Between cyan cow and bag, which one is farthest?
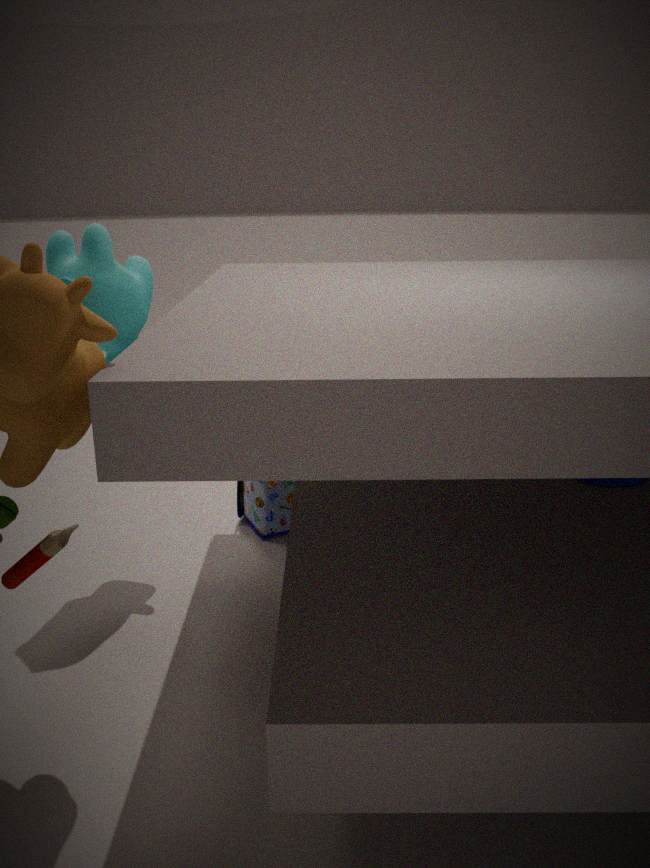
bag
